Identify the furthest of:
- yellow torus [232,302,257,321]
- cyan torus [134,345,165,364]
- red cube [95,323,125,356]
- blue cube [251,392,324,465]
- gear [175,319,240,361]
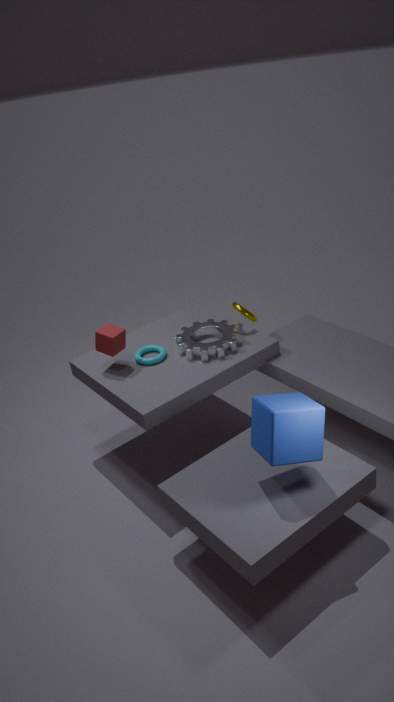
yellow torus [232,302,257,321]
